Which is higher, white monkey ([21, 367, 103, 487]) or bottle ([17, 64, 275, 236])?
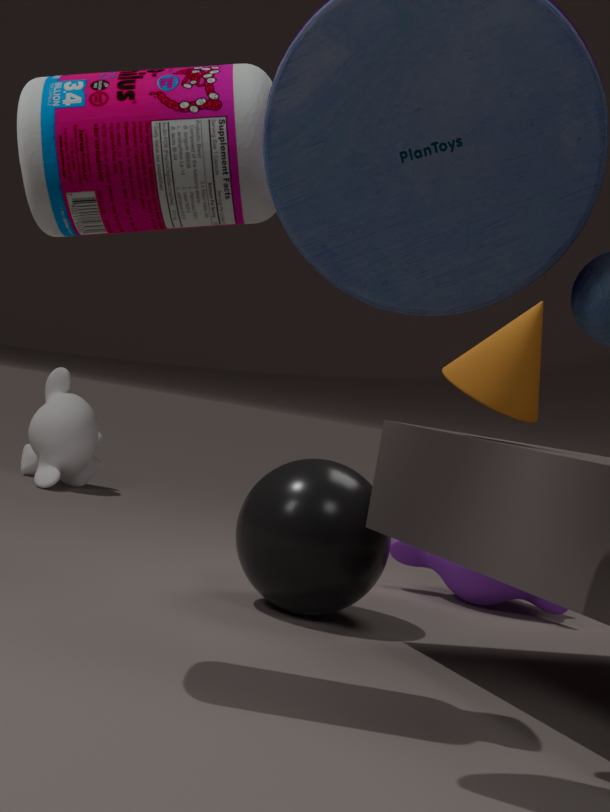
bottle ([17, 64, 275, 236])
